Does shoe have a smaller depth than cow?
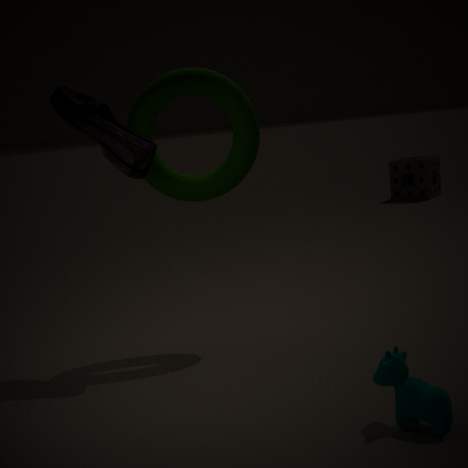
No
